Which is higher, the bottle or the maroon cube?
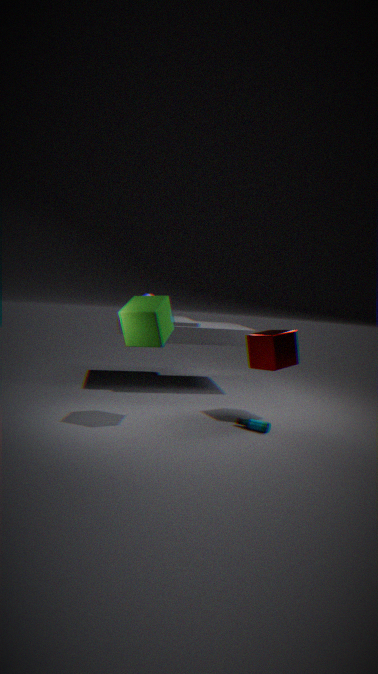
the maroon cube
